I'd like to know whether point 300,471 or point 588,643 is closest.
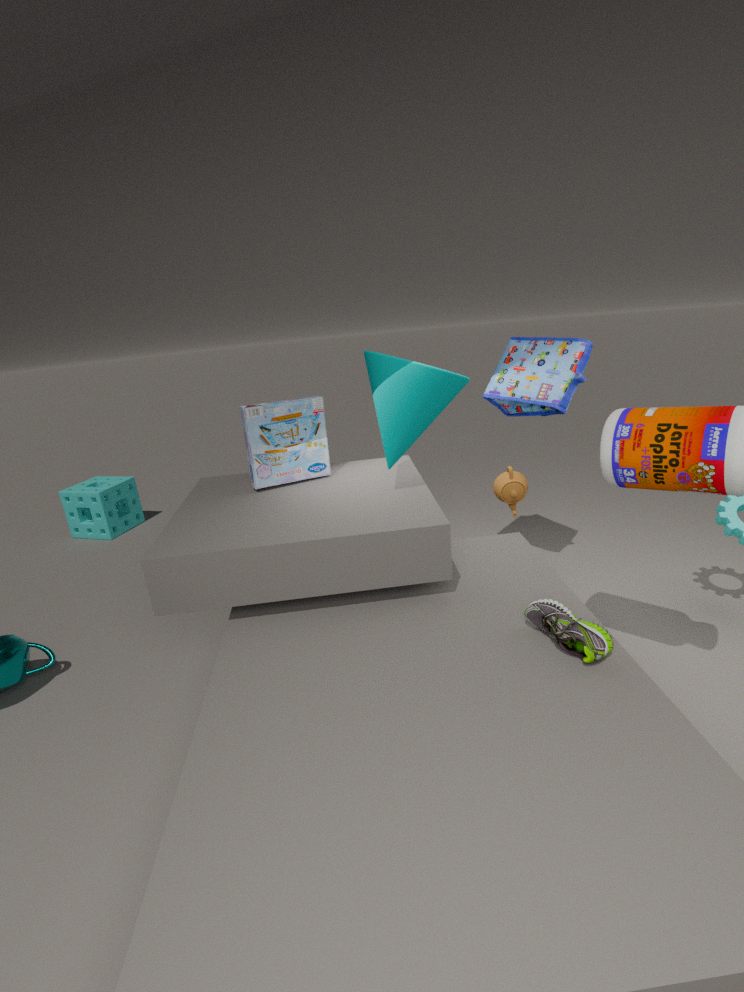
point 588,643
